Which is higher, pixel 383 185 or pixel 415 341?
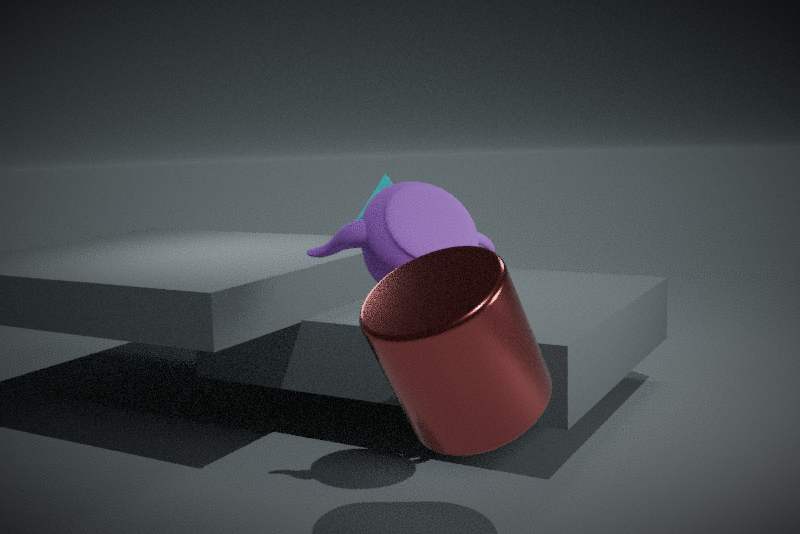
pixel 383 185
